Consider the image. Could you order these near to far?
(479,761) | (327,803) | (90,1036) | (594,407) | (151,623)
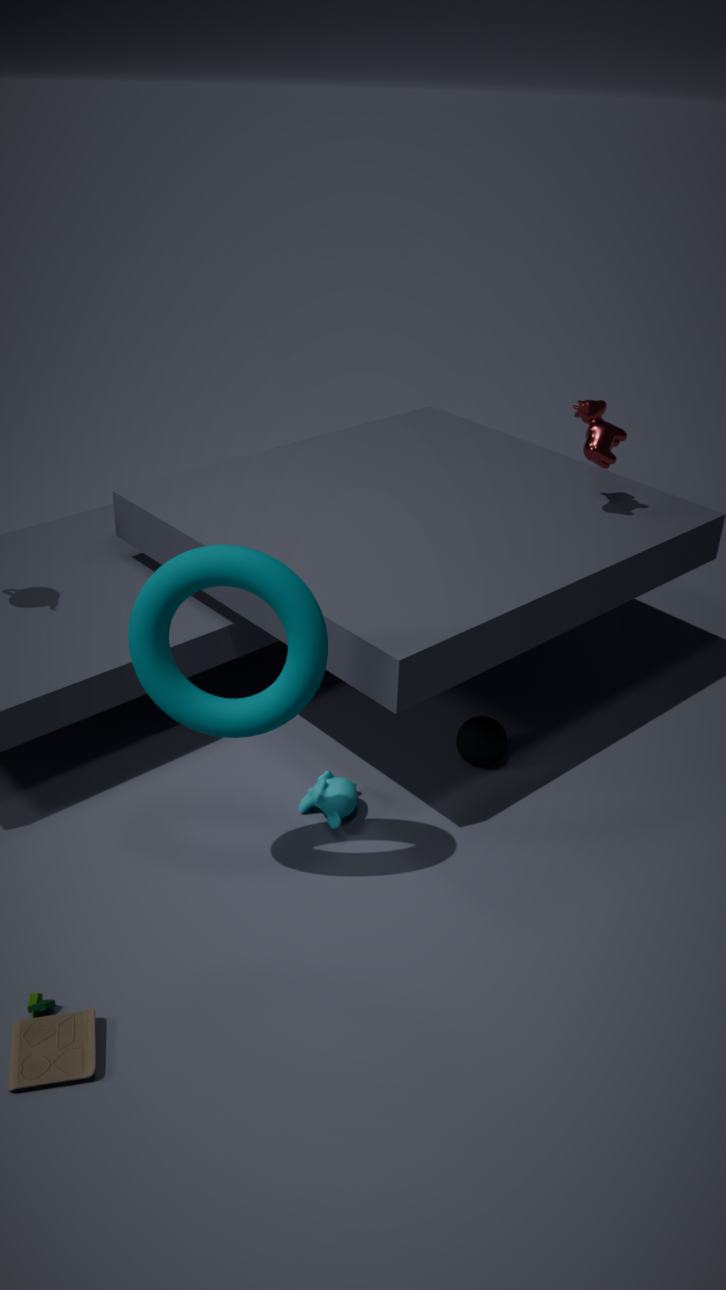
(90,1036) → (151,623) → (327,803) → (479,761) → (594,407)
